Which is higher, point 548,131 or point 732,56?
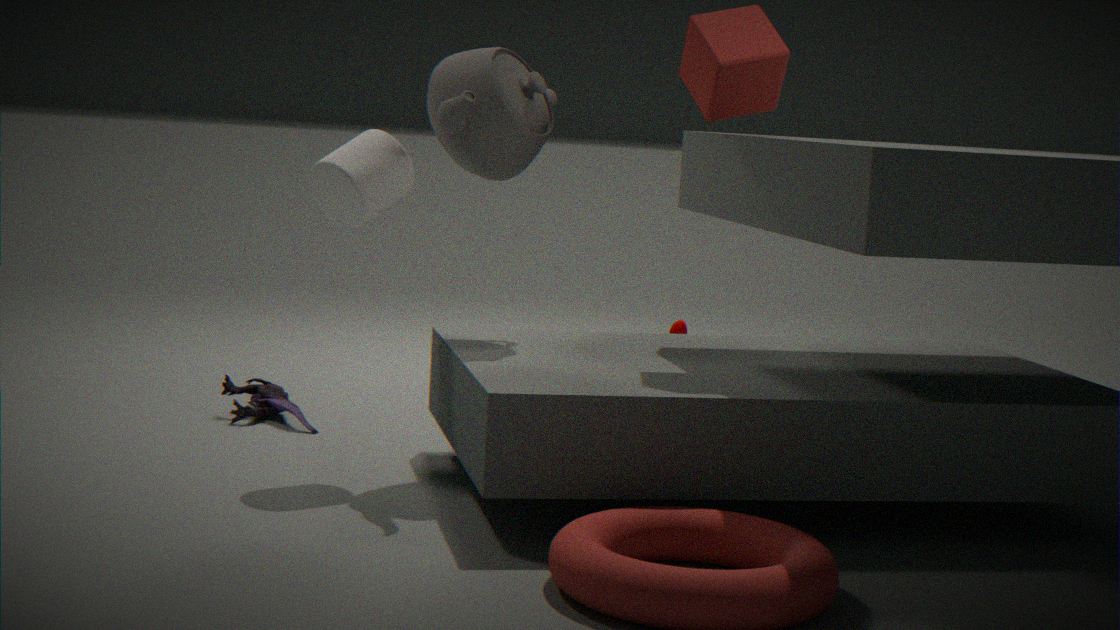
point 732,56
